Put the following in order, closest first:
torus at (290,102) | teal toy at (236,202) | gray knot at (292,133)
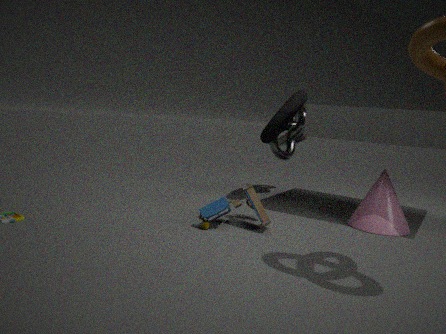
teal toy at (236,202) → torus at (290,102) → gray knot at (292,133)
